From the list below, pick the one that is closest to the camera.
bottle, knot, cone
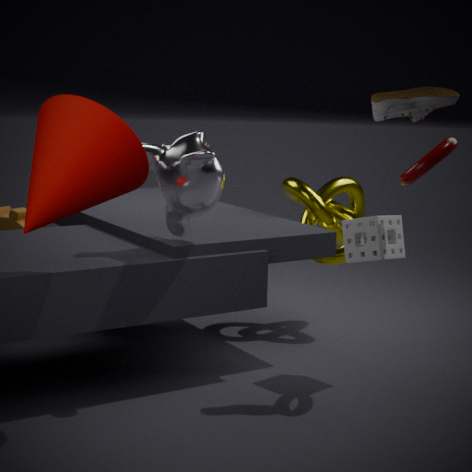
cone
